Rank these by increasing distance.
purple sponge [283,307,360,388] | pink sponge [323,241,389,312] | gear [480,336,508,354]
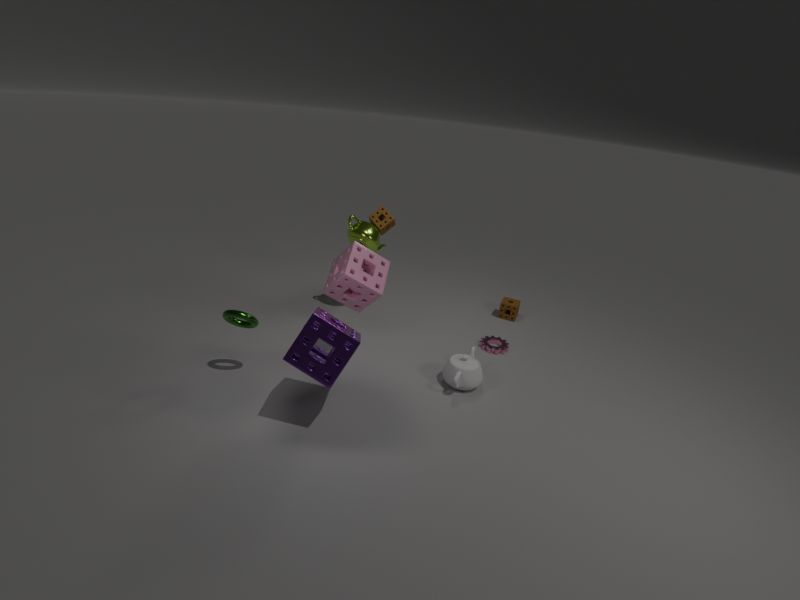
purple sponge [283,307,360,388]
pink sponge [323,241,389,312]
gear [480,336,508,354]
